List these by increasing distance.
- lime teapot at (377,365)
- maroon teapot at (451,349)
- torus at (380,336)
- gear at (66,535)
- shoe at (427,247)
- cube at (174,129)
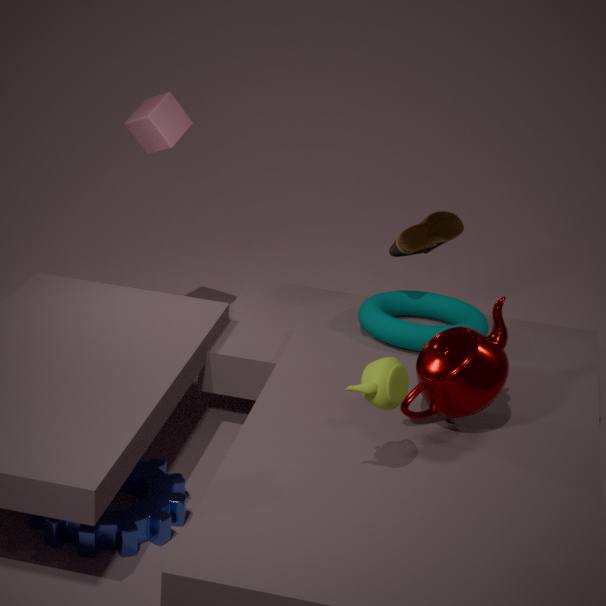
1. lime teapot at (377,365)
2. gear at (66,535)
3. maroon teapot at (451,349)
4. torus at (380,336)
5. shoe at (427,247)
6. cube at (174,129)
